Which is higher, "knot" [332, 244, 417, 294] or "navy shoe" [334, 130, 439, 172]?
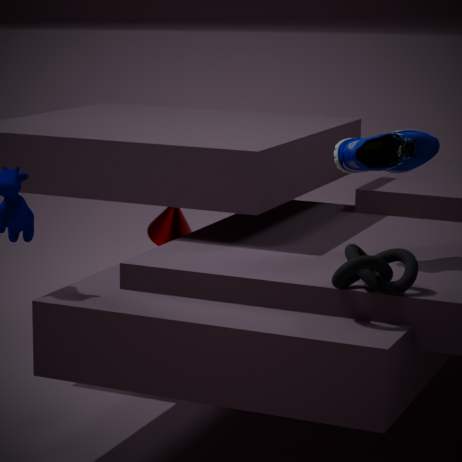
"navy shoe" [334, 130, 439, 172]
